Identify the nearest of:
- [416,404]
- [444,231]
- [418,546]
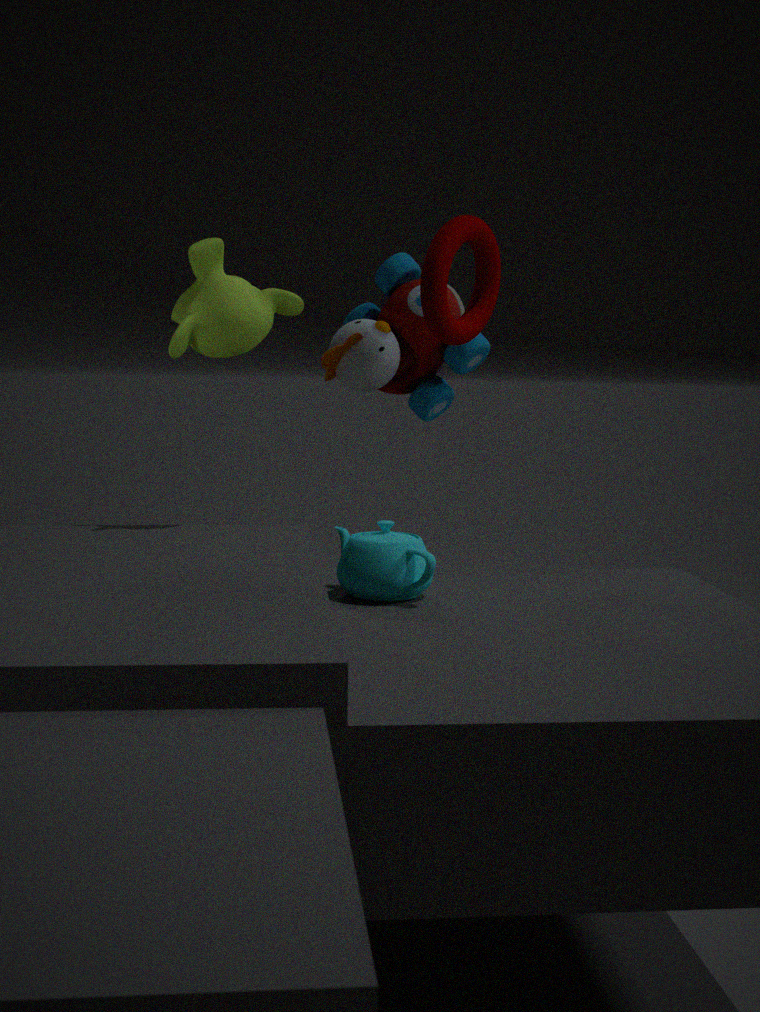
[418,546]
